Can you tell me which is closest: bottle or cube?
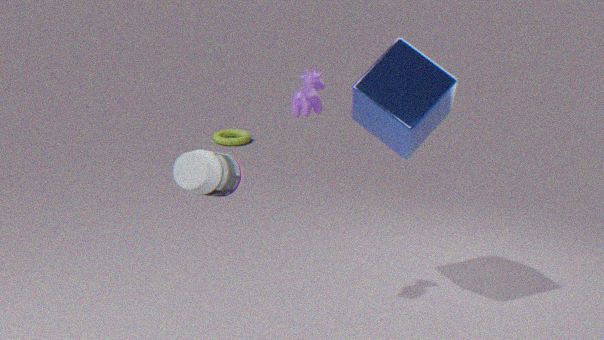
bottle
